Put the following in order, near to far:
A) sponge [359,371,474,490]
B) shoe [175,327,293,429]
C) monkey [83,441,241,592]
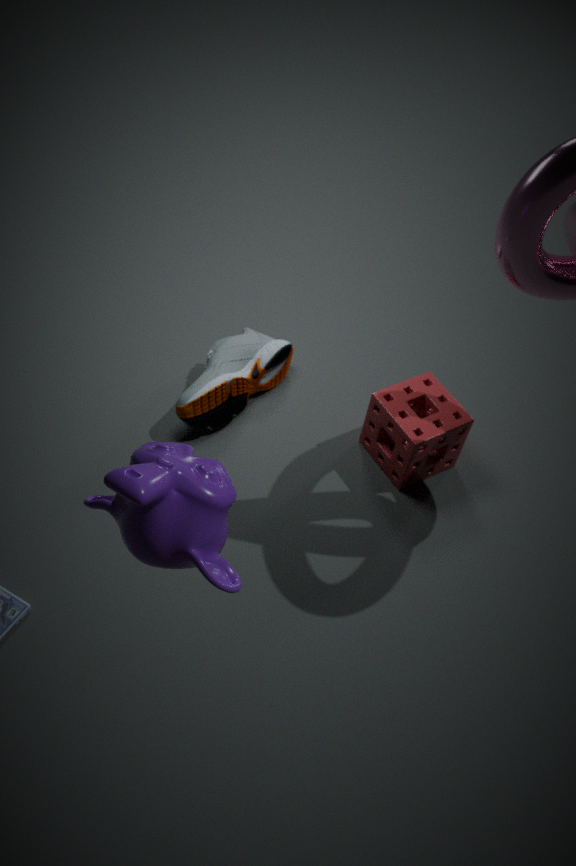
monkey [83,441,241,592] < sponge [359,371,474,490] < shoe [175,327,293,429]
